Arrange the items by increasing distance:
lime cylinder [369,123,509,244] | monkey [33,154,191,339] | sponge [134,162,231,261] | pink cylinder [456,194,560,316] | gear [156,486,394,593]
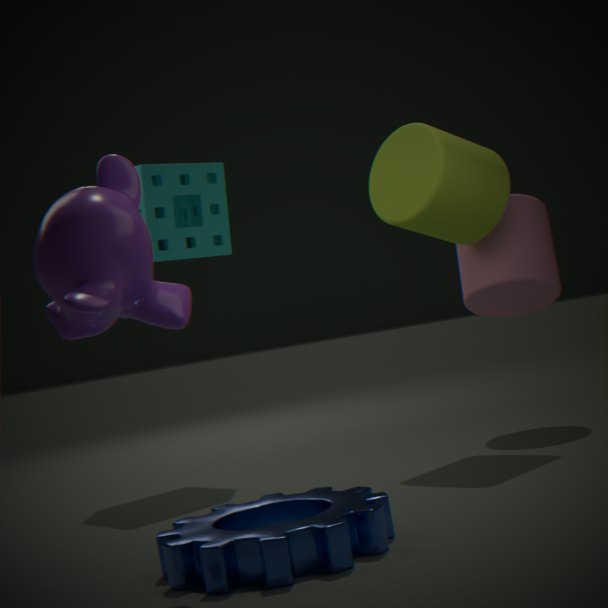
1. monkey [33,154,191,339]
2. gear [156,486,394,593]
3. lime cylinder [369,123,509,244]
4. pink cylinder [456,194,560,316]
5. sponge [134,162,231,261]
